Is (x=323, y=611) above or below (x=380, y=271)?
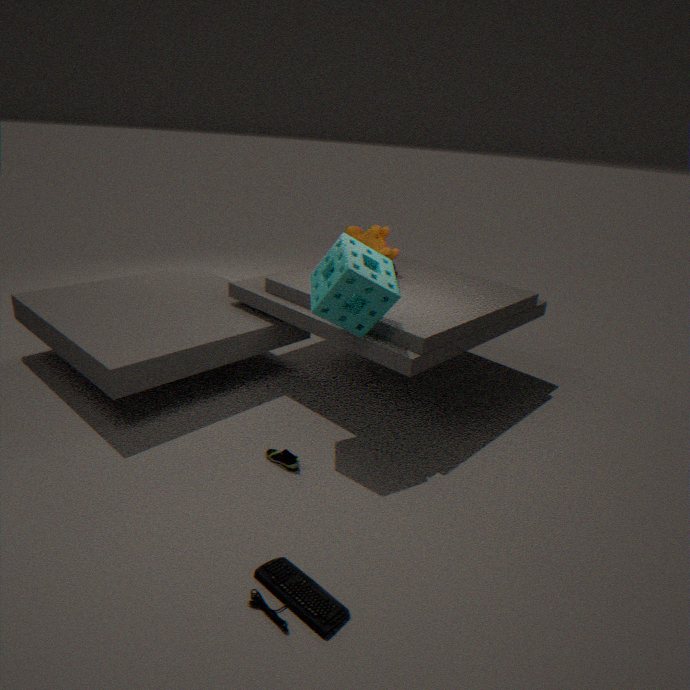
below
